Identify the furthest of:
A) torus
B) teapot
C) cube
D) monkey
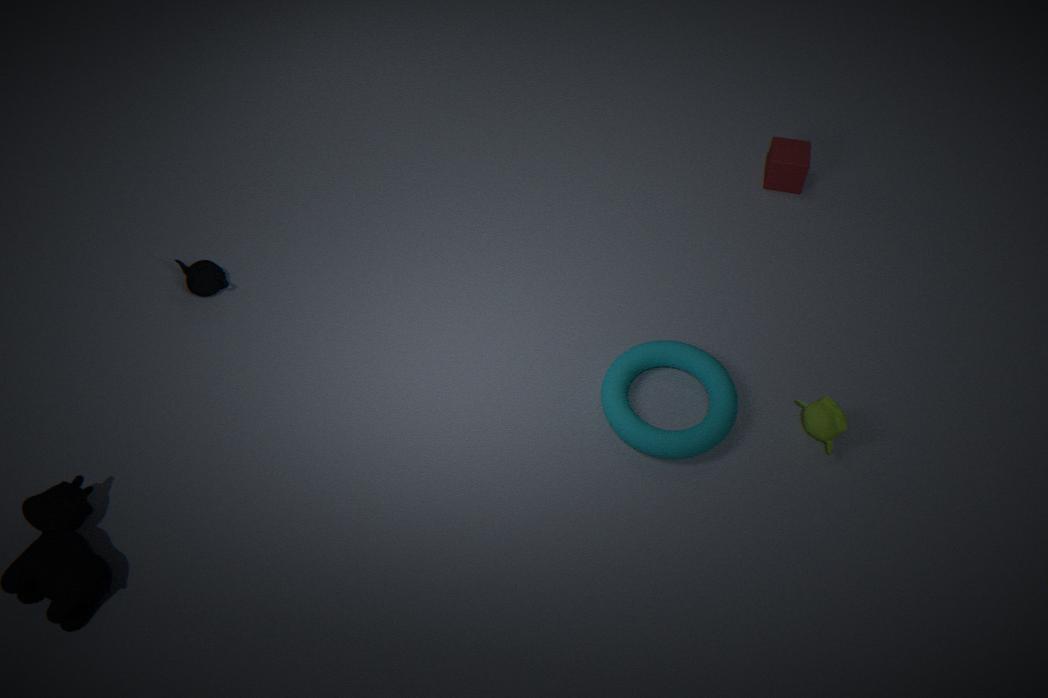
cube
